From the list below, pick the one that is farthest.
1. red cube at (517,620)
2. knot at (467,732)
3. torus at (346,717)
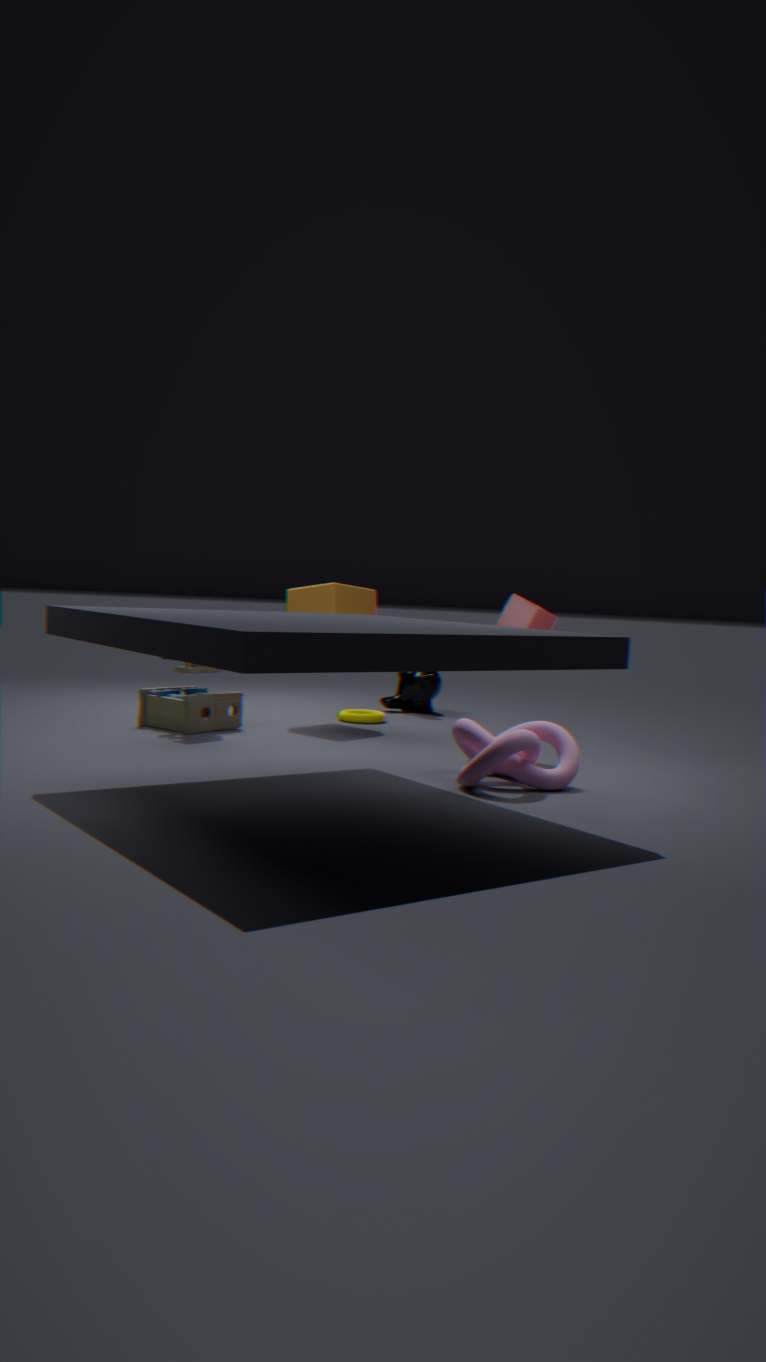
torus at (346,717)
